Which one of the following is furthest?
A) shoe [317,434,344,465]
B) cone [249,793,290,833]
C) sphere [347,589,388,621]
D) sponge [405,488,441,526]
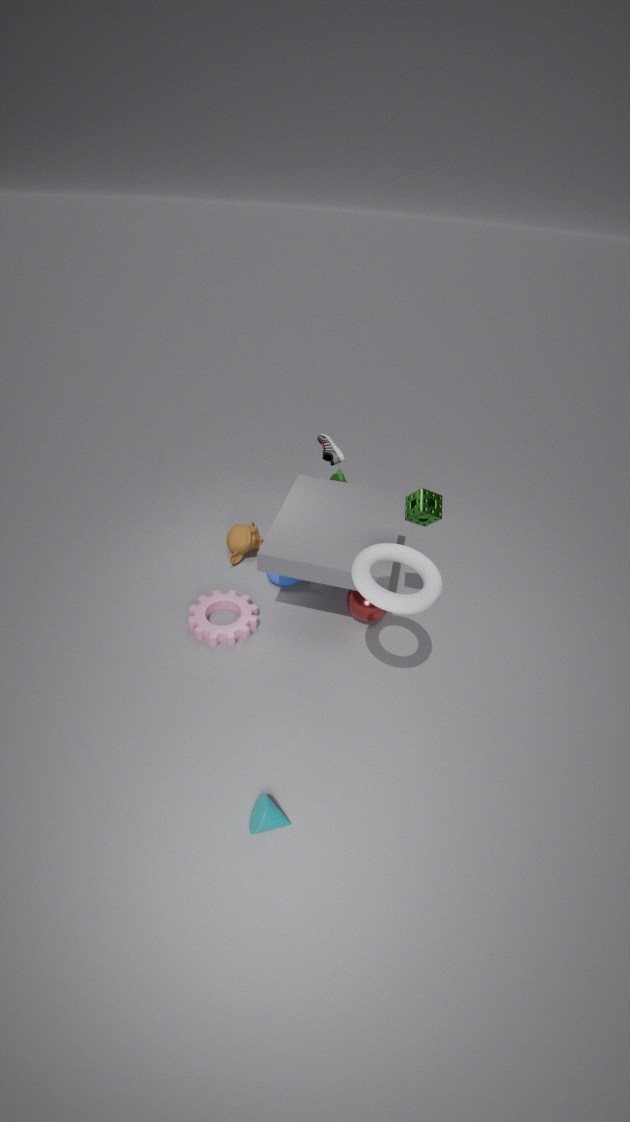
shoe [317,434,344,465]
